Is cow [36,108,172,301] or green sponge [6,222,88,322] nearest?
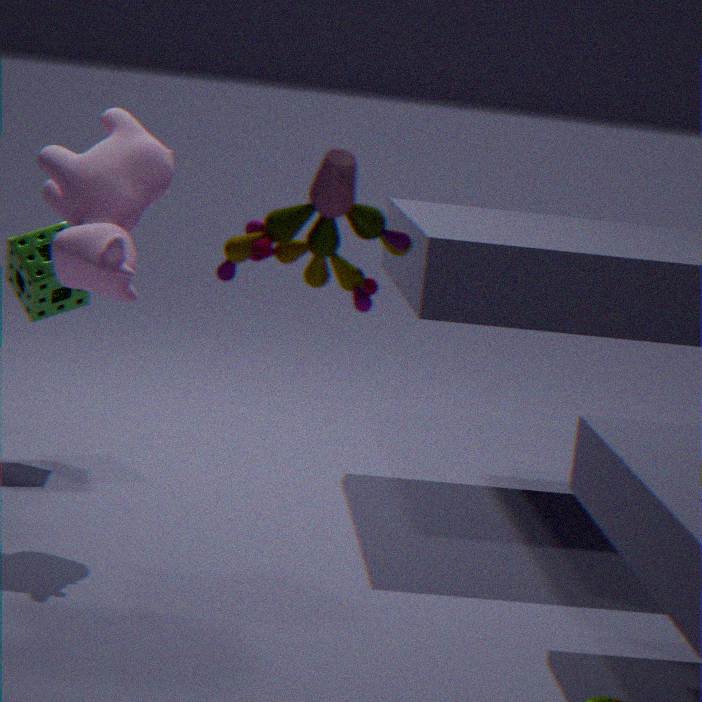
cow [36,108,172,301]
